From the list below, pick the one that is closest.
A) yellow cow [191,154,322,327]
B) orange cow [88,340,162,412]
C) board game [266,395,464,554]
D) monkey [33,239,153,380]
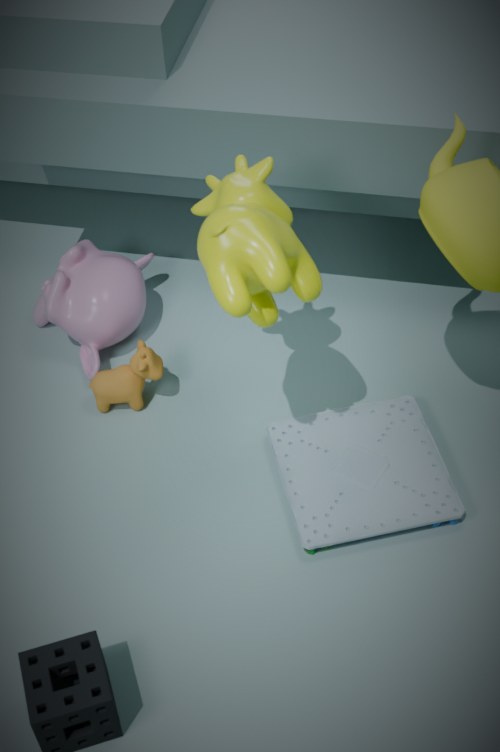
yellow cow [191,154,322,327]
